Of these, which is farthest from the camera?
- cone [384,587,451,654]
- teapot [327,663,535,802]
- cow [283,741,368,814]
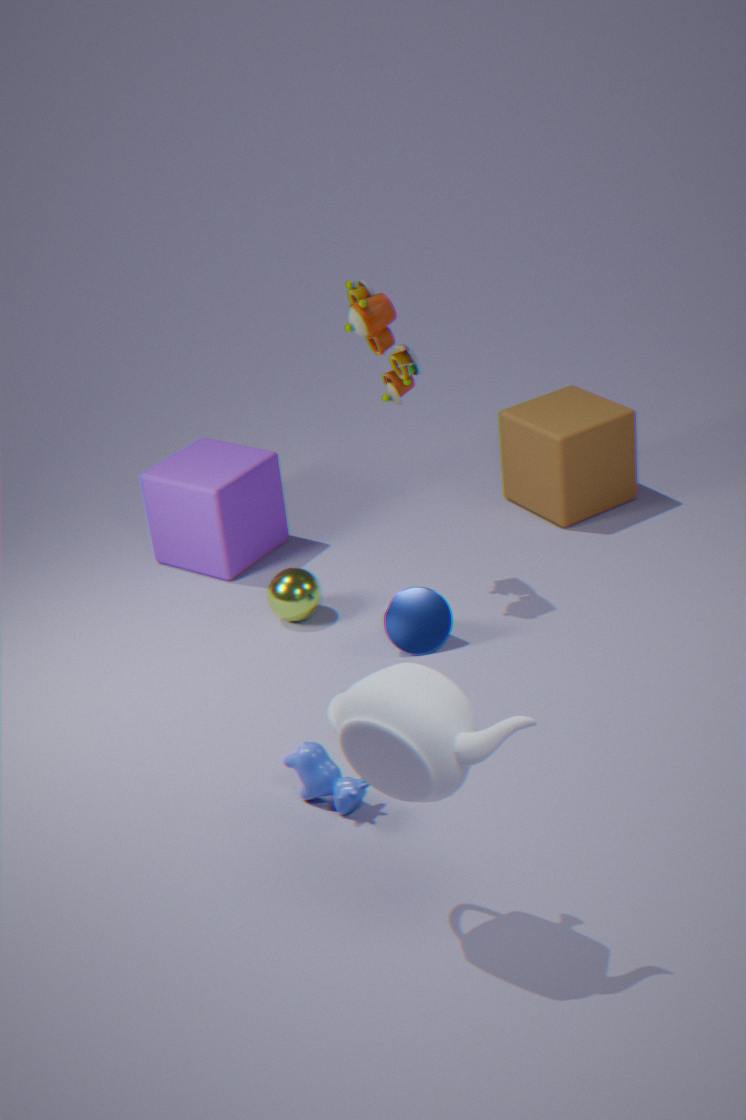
cone [384,587,451,654]
